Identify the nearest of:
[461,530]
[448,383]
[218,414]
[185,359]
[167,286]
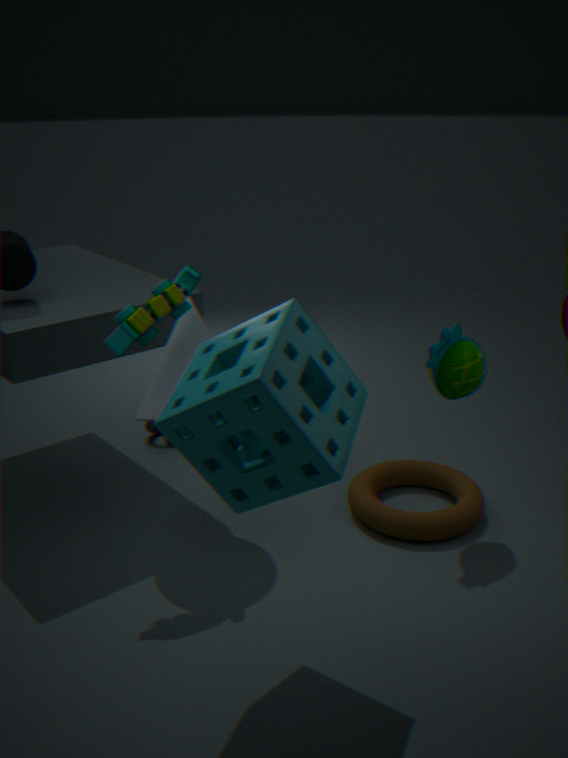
[218,414]
